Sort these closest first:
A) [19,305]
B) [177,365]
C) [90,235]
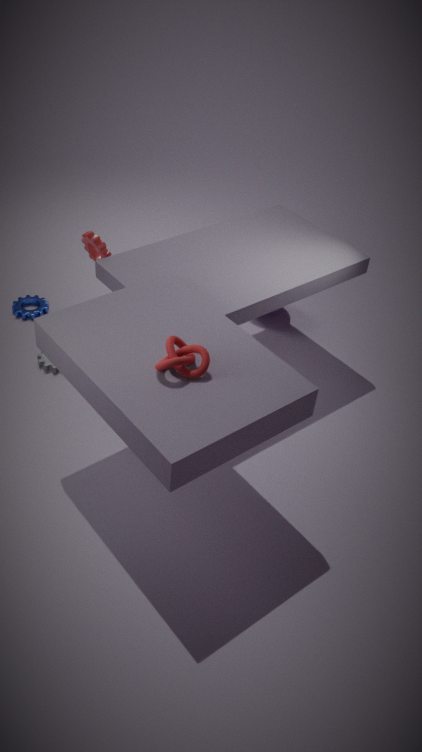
1. [177,365]
2. [90,235]
3. [19,305]
